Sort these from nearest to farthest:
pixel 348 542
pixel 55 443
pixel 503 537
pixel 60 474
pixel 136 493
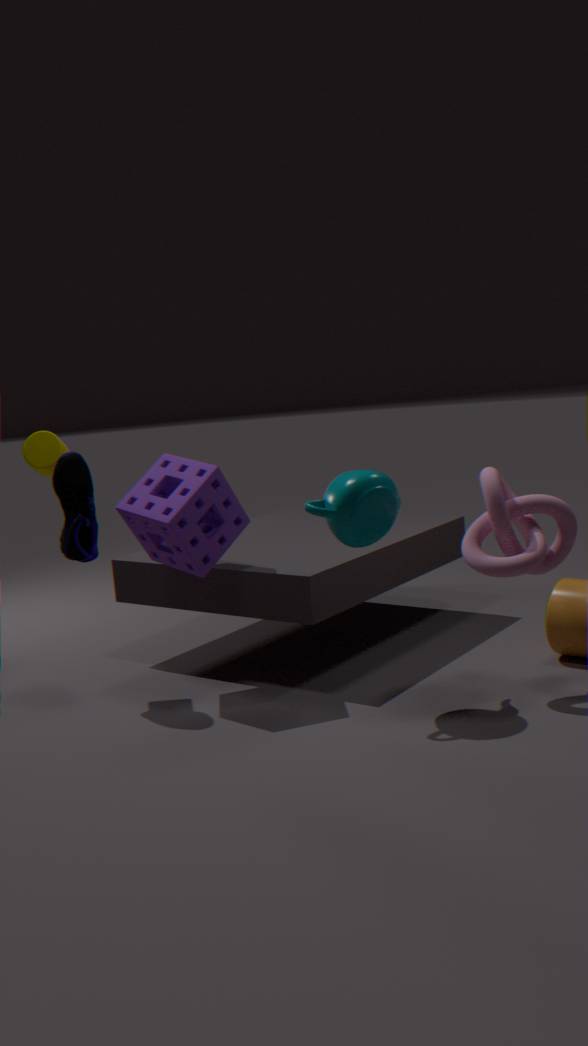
pixel 348 542
pixel 503 537
pixel 60 474
pixel 136 493
pixel 55 443
